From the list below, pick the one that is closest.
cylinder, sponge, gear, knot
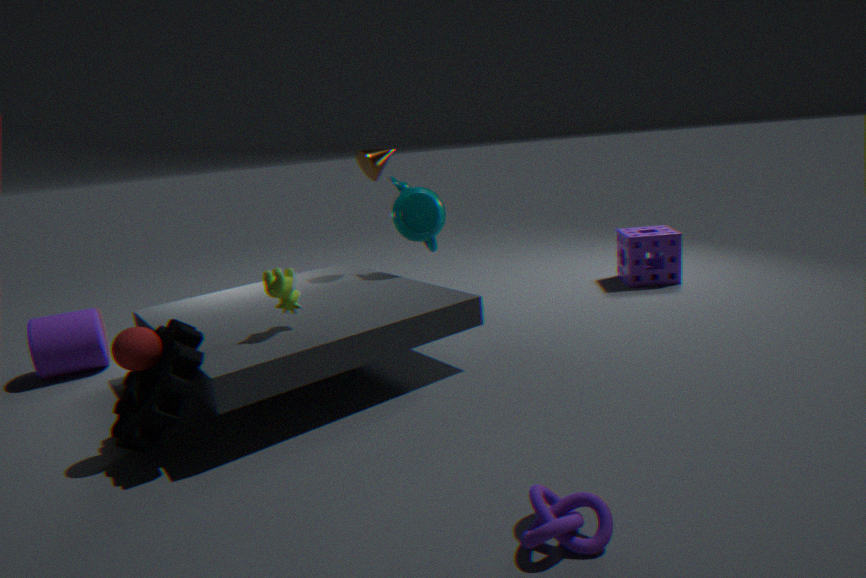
knot
